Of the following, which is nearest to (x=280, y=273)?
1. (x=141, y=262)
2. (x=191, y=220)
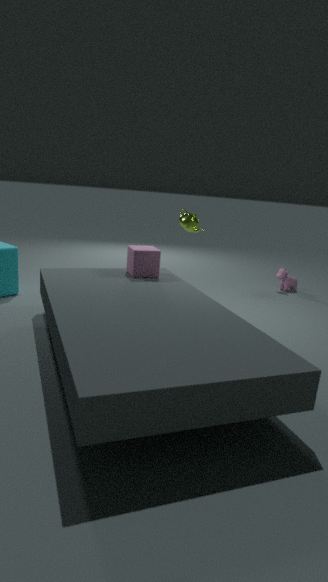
(x=191, y=220)
